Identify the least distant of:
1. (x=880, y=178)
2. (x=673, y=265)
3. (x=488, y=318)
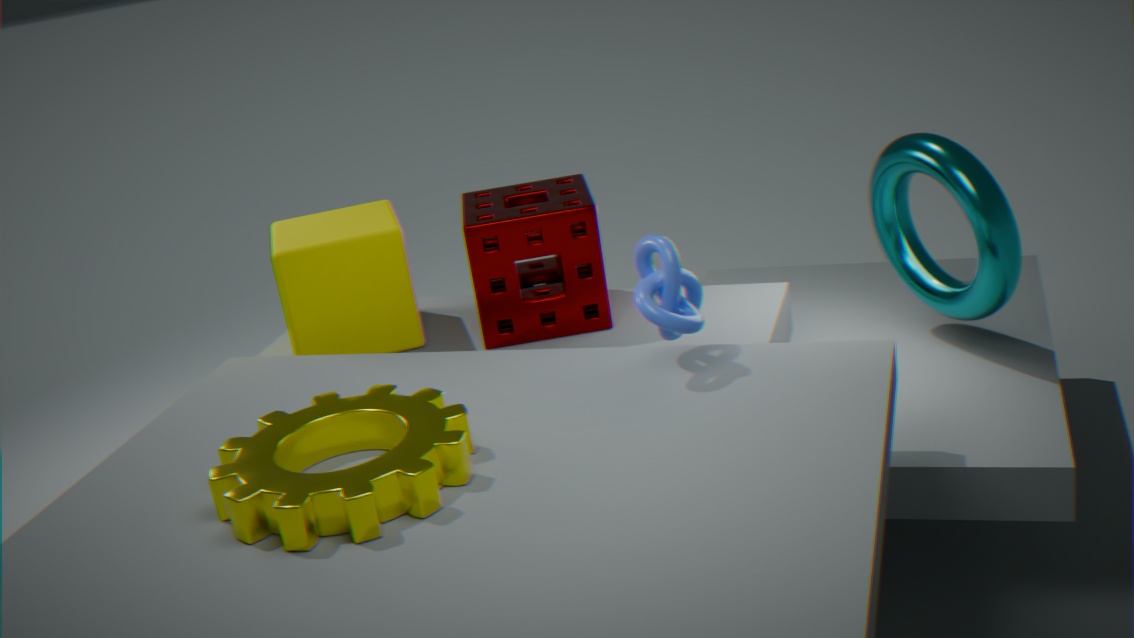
(x=673, y=265)
